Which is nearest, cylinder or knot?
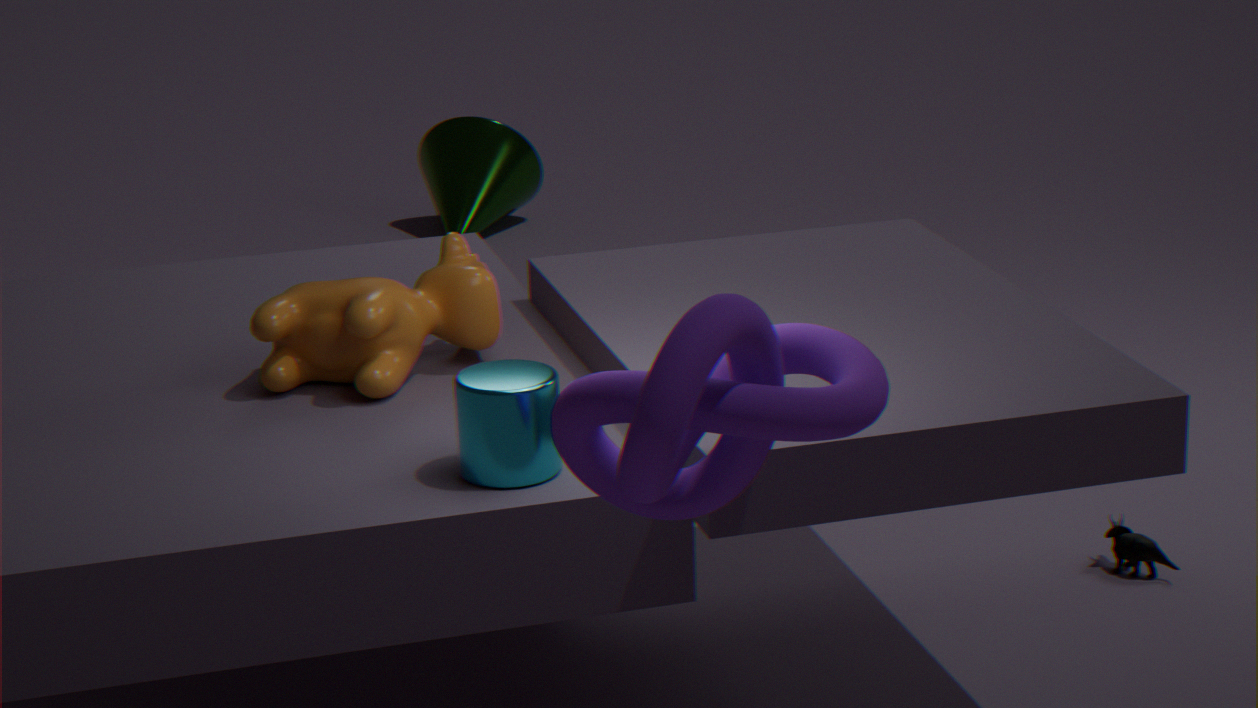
knot
